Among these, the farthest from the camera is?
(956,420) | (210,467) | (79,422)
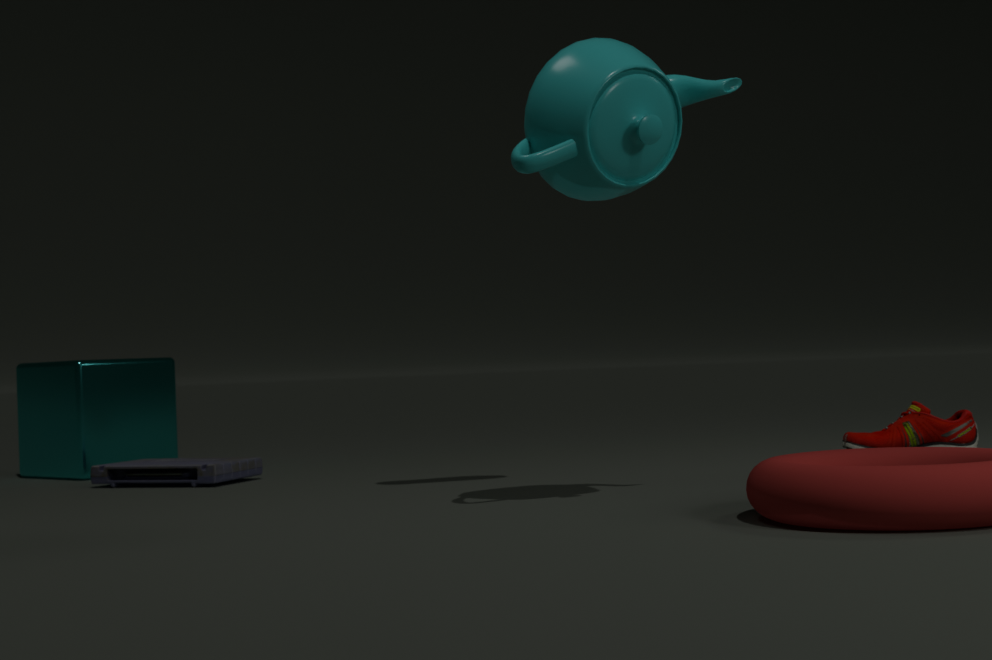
(79,422)
